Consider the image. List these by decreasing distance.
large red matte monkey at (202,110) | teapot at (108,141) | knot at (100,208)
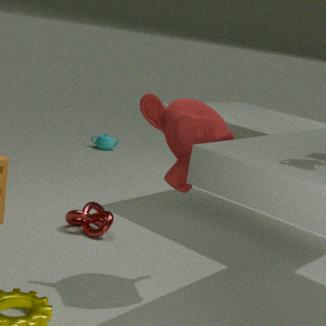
Result: teapot at (108,141) < knot at (100,208) < large red matte monkey at (202,110)
